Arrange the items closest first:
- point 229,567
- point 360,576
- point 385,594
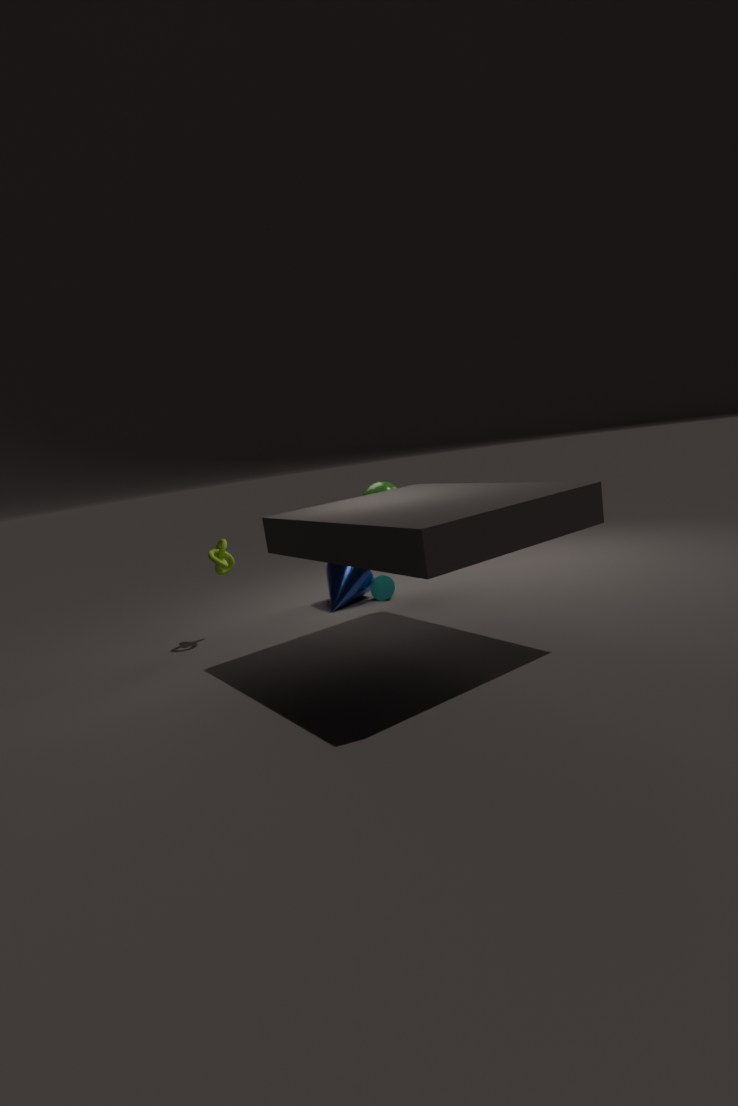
1. point 229,567
2. point 360,576
3. point 385,594
